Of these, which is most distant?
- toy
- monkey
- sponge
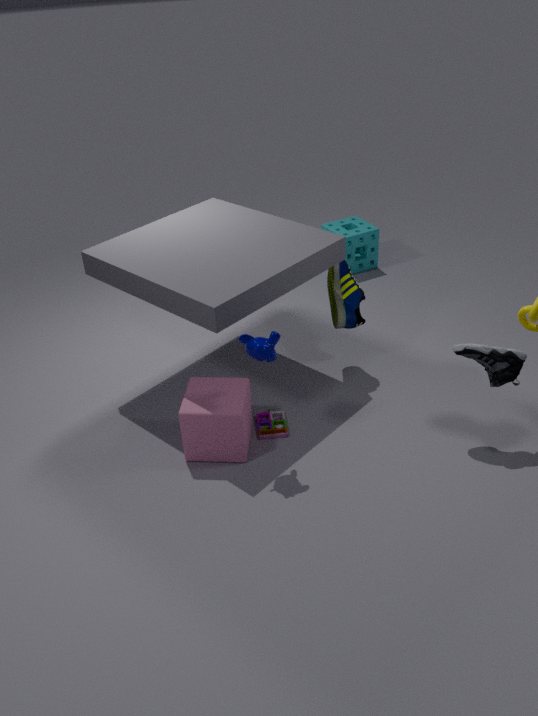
sponge
